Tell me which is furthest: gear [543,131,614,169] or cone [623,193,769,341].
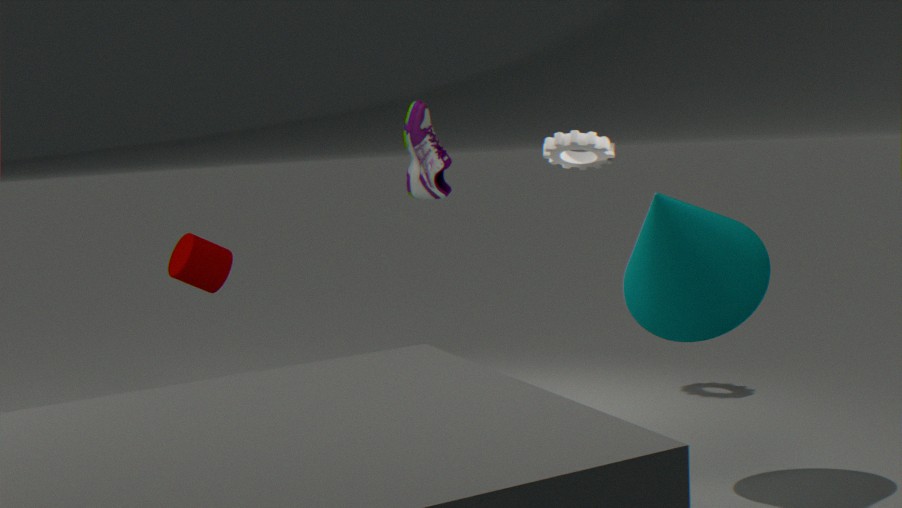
gear [543,131,614,169]
